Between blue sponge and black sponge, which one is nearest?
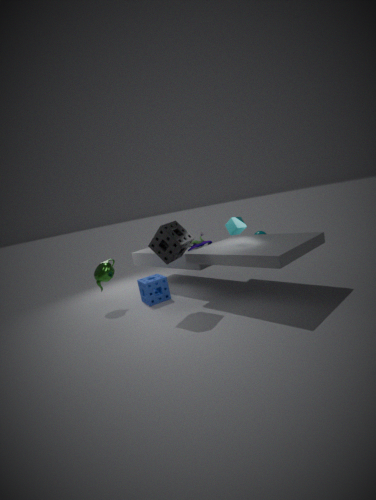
black sponge
